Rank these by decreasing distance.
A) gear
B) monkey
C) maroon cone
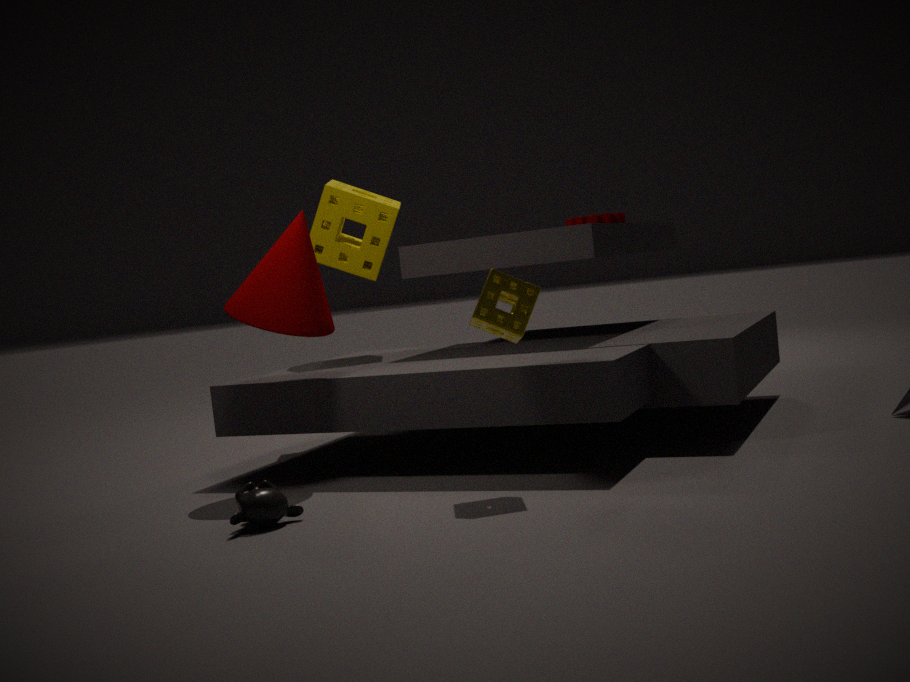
gear → maroon cone → monkey
